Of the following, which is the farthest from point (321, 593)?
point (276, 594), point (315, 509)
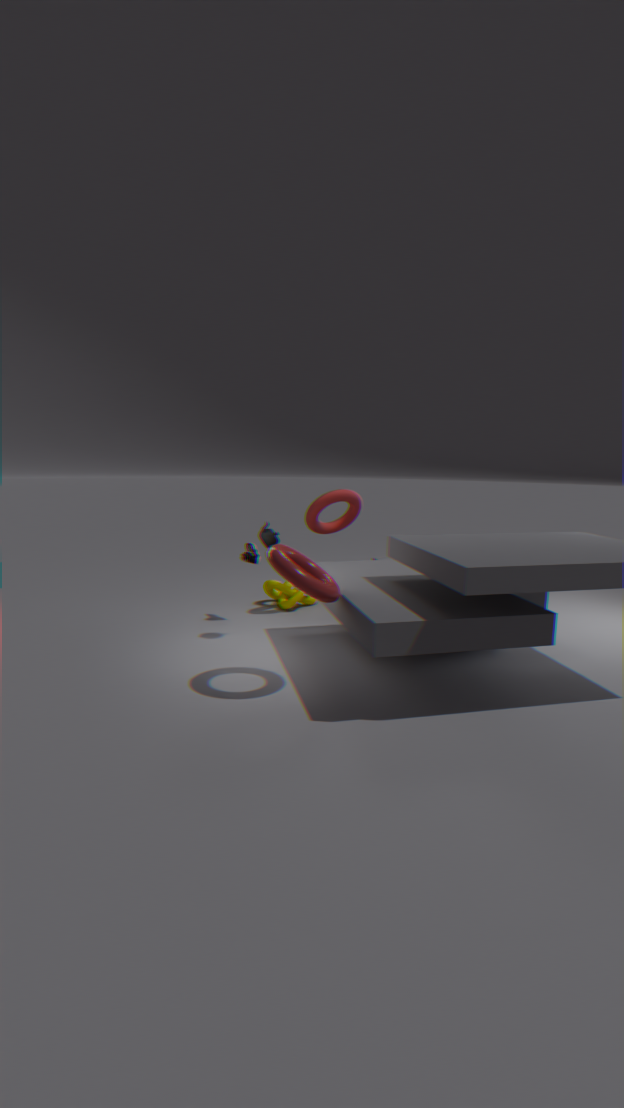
point (276, 594)
